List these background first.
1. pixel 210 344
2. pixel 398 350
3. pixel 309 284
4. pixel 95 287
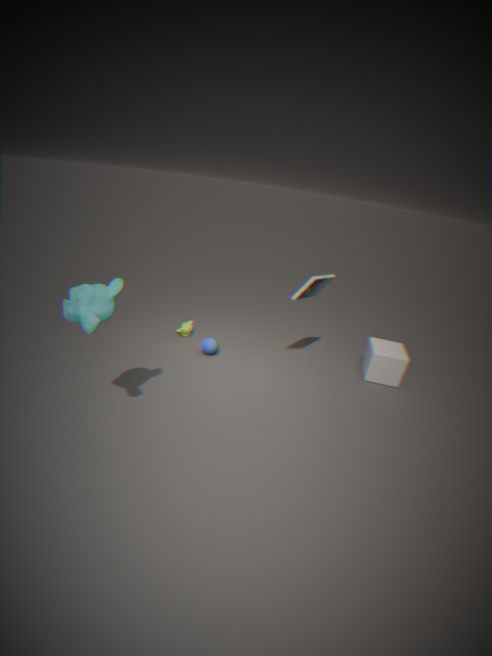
pixel 210 344, pixel 398 350, pixel 309 284, pixel 95 287
